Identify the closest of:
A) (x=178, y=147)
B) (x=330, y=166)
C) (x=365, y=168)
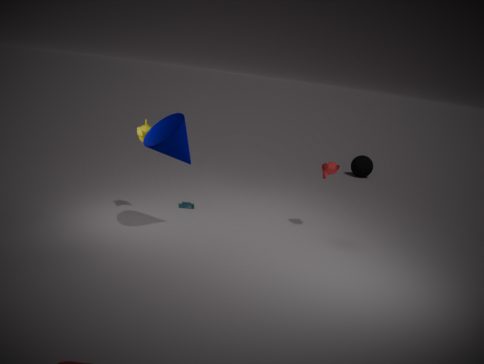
(x=178, y=147)
